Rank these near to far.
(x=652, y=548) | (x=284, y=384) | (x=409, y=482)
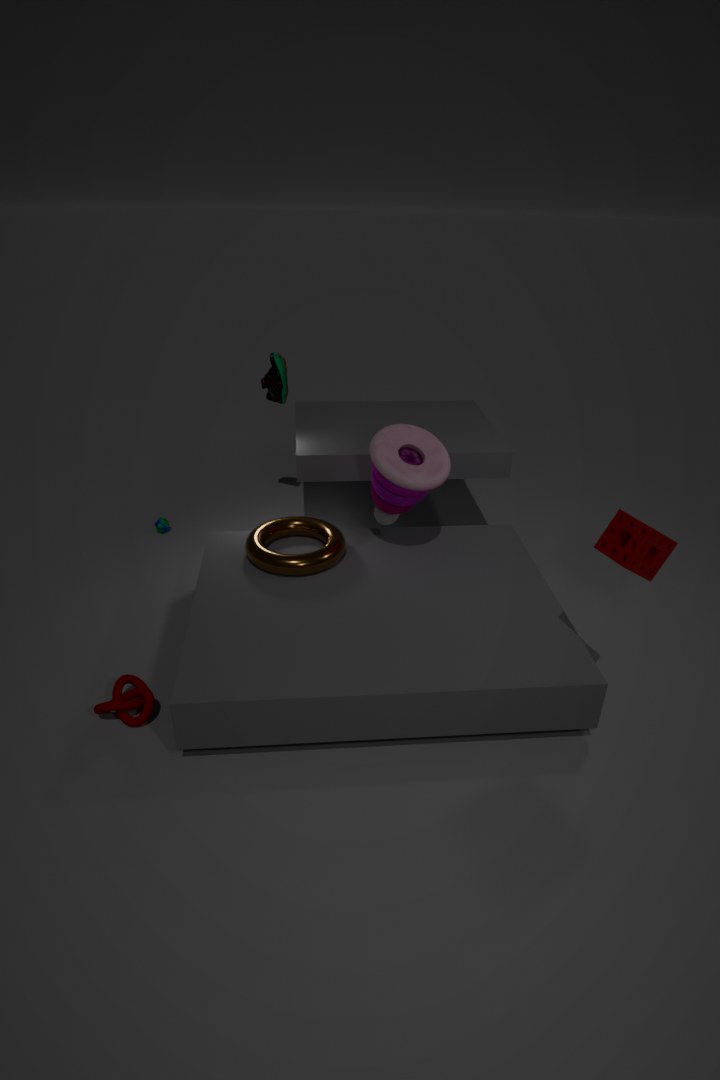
(x=652, y=548)
(x=409, y=482)
(x=284, y=384)
